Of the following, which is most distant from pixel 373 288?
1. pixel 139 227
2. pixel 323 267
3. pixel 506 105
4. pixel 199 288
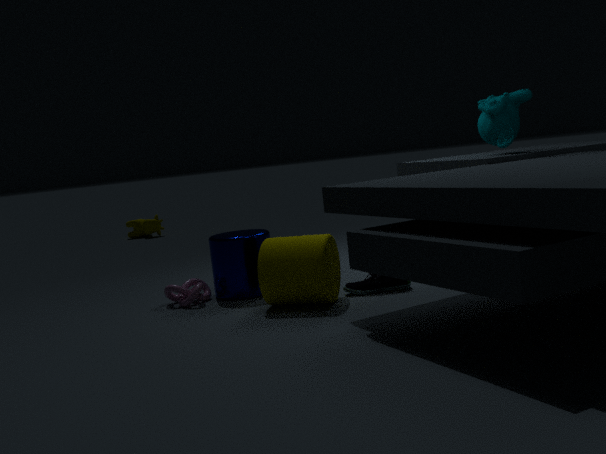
pixel 139 227
